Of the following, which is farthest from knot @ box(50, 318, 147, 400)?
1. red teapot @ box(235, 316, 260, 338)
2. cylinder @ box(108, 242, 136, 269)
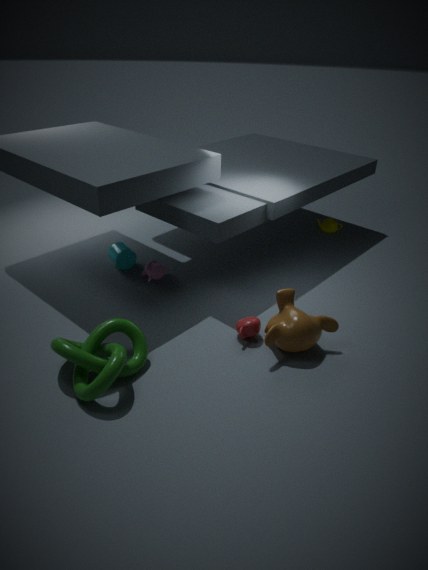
cylinder @ box(108, 242, 136, 269)
